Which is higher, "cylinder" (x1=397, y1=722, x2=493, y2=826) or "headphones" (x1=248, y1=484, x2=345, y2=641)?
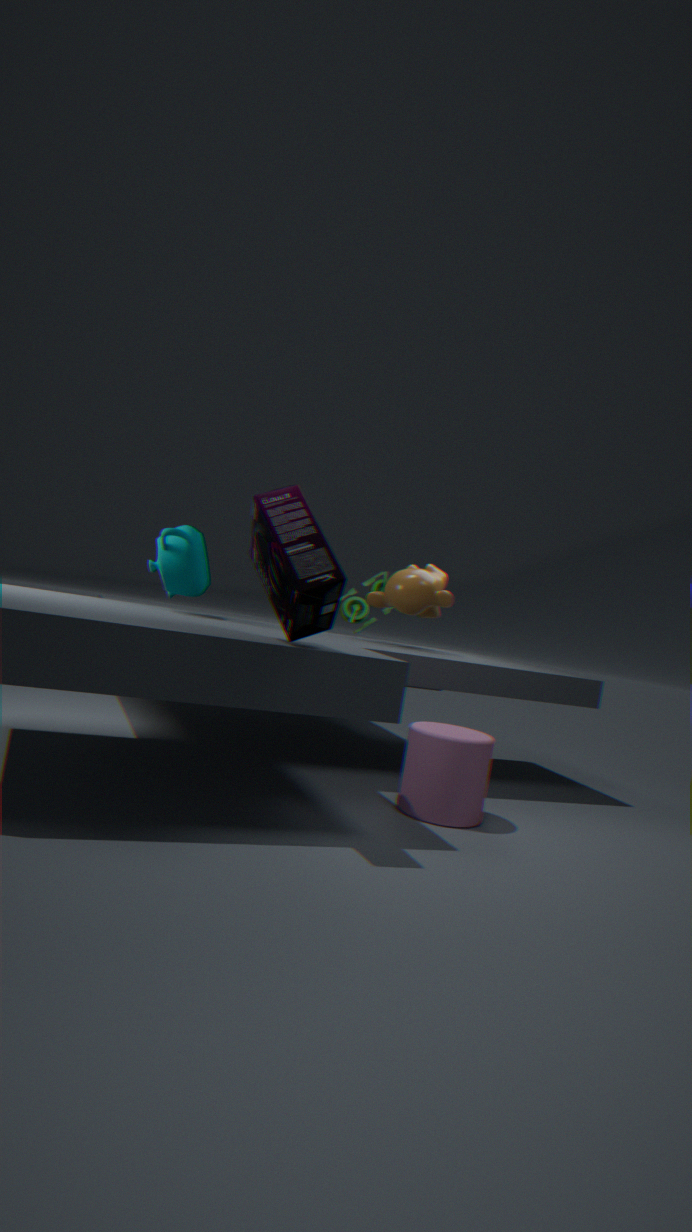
"headphones" (x1=248, y1=484, x2=345, y2=641)
